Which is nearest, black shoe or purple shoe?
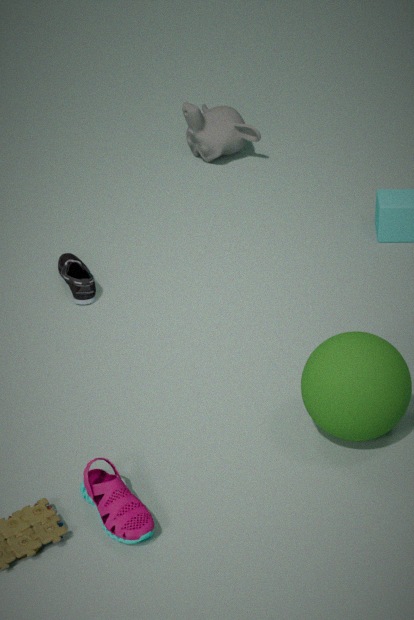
purple shoe
